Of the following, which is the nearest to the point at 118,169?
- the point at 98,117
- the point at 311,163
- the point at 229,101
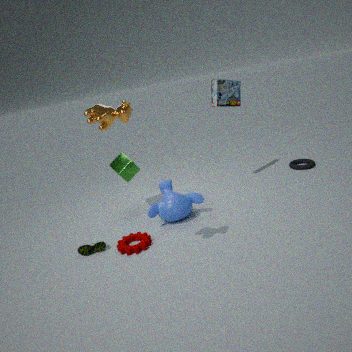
the point at 229,101
